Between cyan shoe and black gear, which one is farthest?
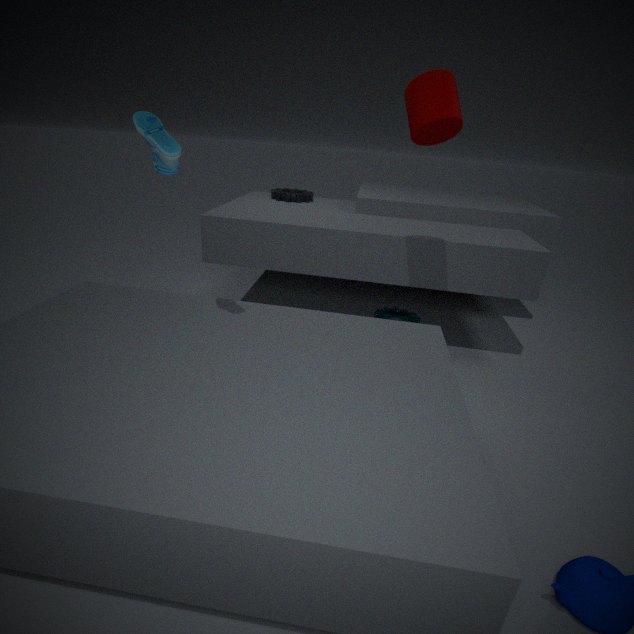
black gear
